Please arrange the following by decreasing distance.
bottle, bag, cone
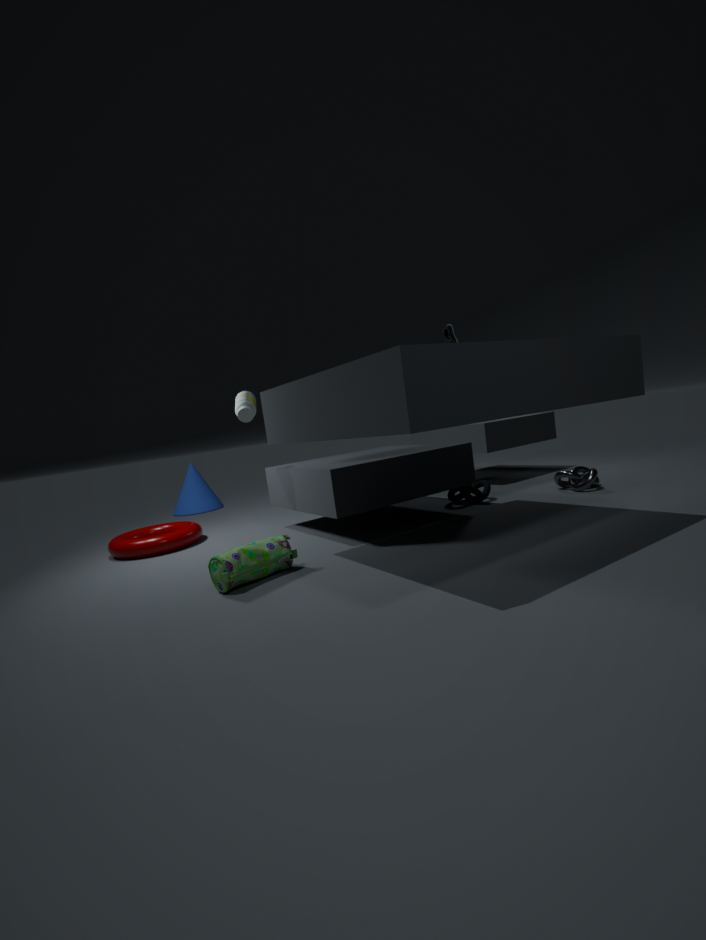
cone
bottle
bag
